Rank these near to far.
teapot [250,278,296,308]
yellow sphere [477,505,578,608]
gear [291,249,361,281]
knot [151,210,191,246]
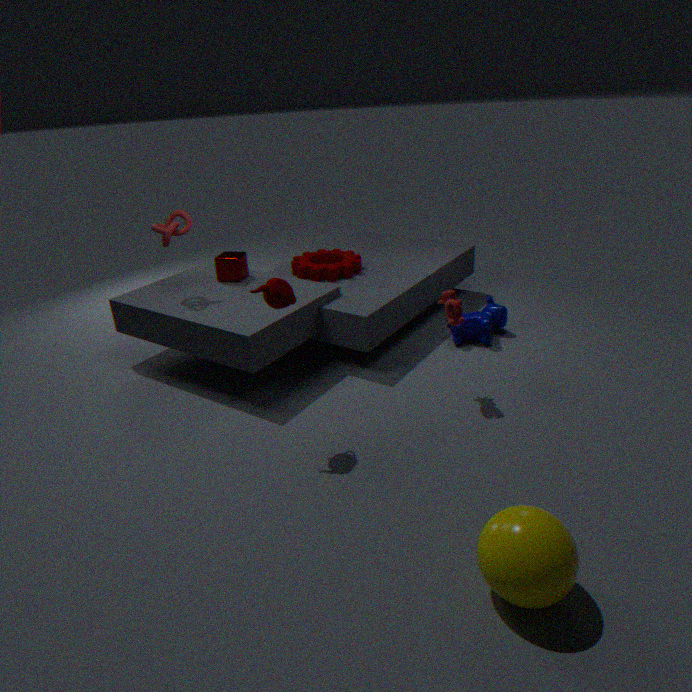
1. yellow sphere [477,505,578,608]
2. teapot [250,278,296,308]
3. knot [151,210,191,246]
4. gear [291,249,361,281]
